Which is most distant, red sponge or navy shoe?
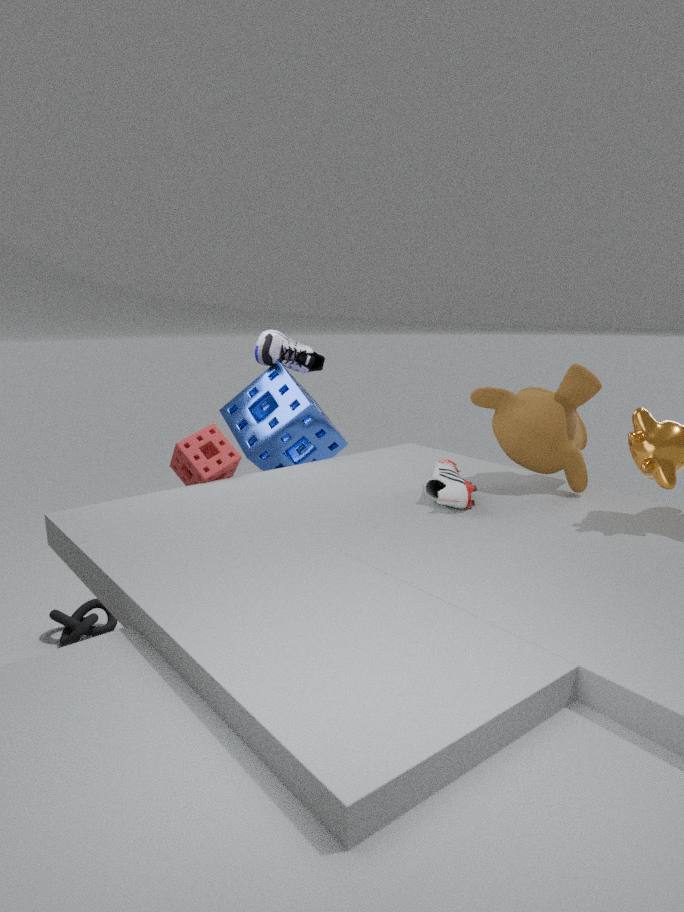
navy shoe
